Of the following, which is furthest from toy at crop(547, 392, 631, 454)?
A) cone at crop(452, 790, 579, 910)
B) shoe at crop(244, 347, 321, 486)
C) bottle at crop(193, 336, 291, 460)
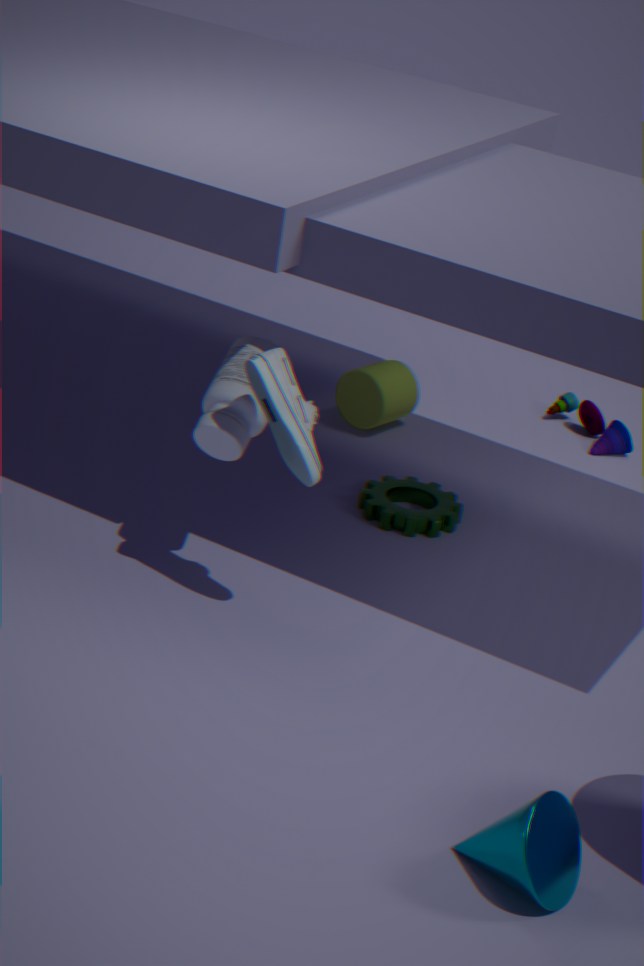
cone at crop(452, 790, 579, 910)
